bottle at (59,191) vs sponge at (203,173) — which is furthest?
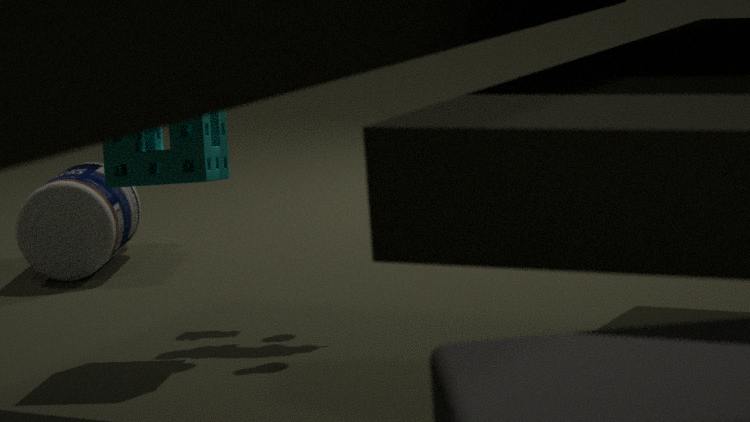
bottle at (59,191)
